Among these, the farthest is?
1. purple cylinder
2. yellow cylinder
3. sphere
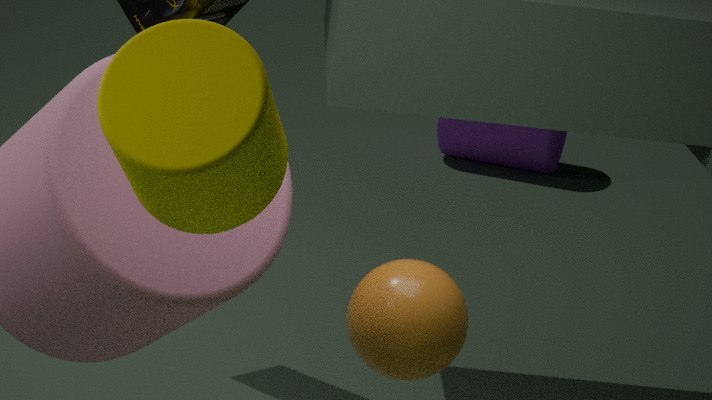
purple cylinder
